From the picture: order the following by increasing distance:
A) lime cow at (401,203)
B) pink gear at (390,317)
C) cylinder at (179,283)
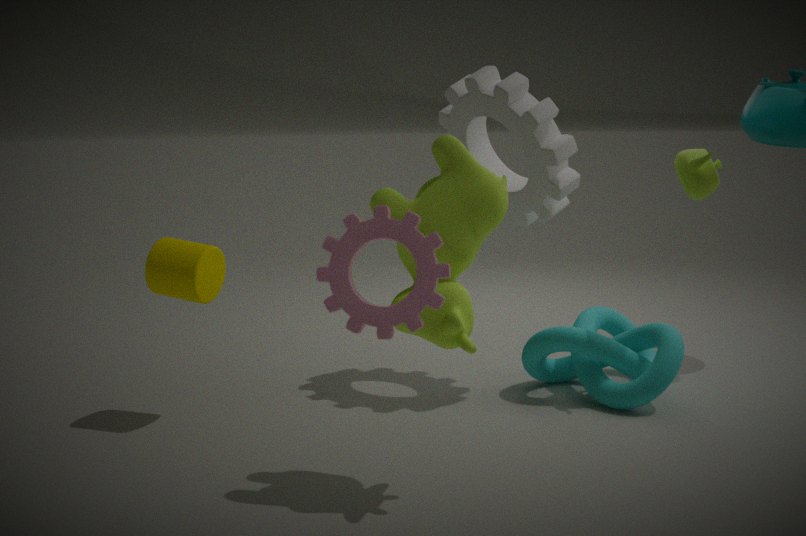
pink gear at (390,317) → lime cow at (401,203) → cylinder at (179,283)
